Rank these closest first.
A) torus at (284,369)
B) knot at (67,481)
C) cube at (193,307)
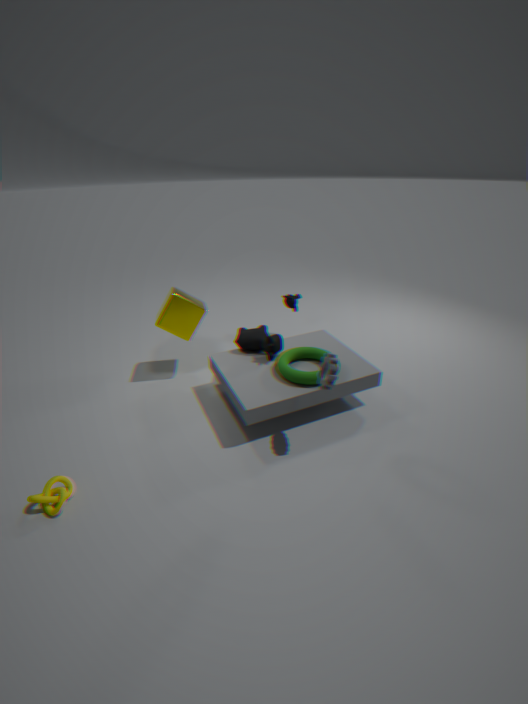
knot at (67,481), torus at (284,369), cube at (193,307)
